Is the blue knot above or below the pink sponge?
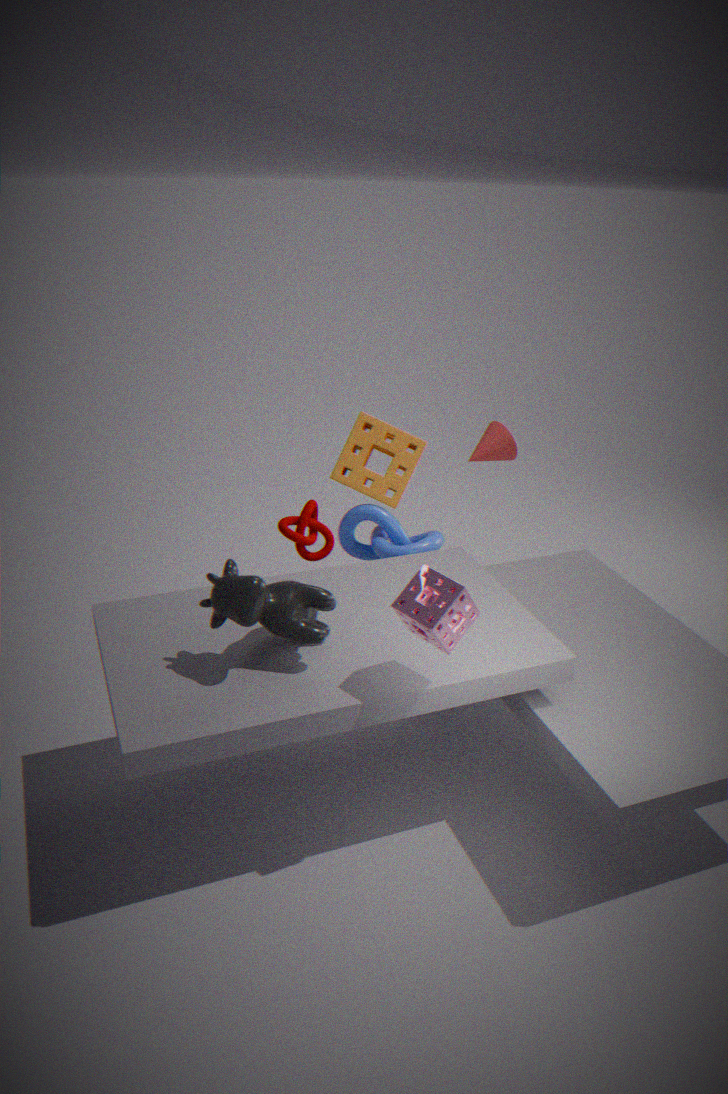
below
